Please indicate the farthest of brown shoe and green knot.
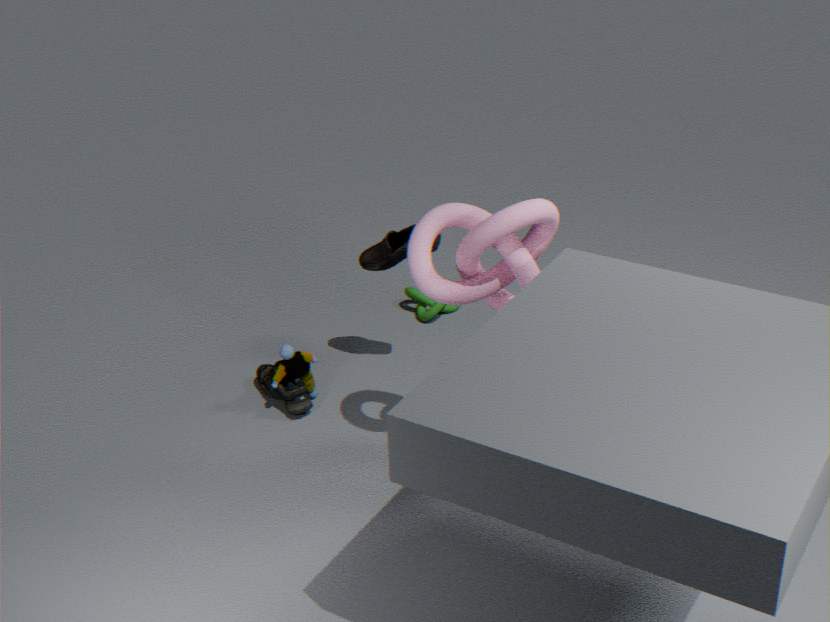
green knot
